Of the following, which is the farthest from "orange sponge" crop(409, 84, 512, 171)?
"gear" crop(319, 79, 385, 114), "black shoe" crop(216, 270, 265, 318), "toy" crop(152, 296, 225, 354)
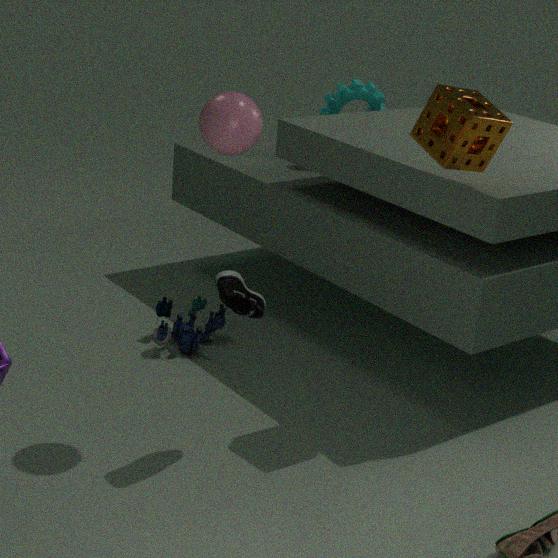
"toy" crop(152, 296, 225, 354)
